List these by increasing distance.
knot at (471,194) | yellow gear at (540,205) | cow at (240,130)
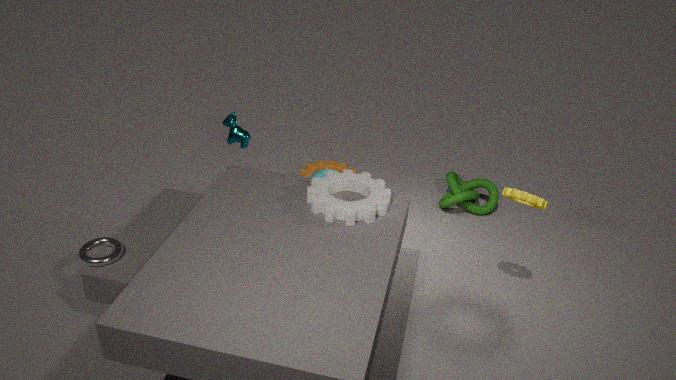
yellow gear at (540,205) → cow at (240,130) → knot at (471,194)
